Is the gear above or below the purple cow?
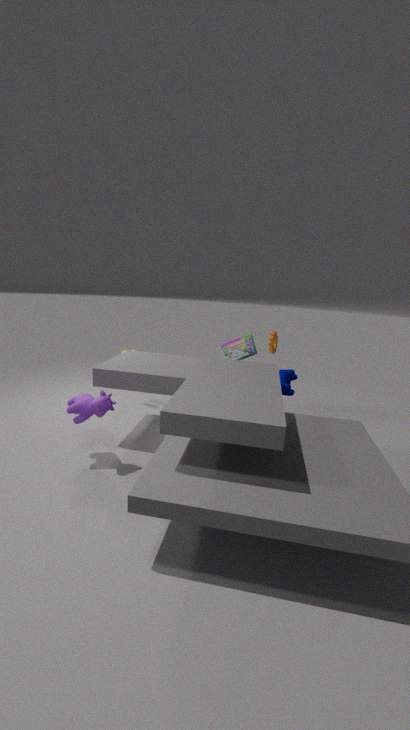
above
